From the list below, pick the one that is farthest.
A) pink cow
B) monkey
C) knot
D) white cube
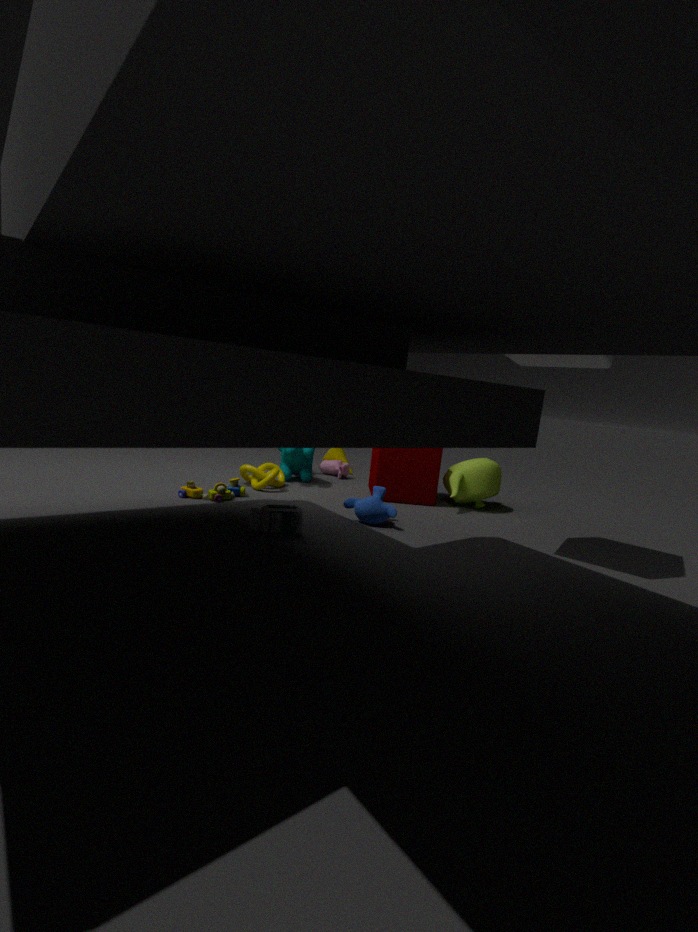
pink cow
